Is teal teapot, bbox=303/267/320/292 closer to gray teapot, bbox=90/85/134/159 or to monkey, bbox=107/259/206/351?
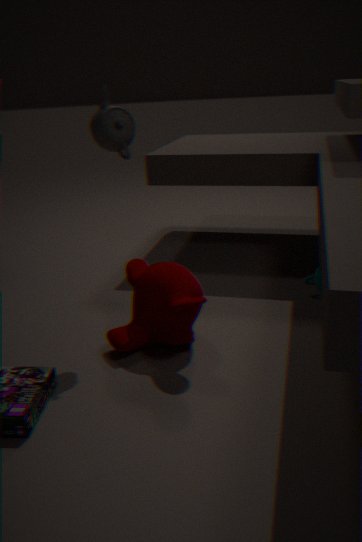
monkey, bbox=107/259/206/351
